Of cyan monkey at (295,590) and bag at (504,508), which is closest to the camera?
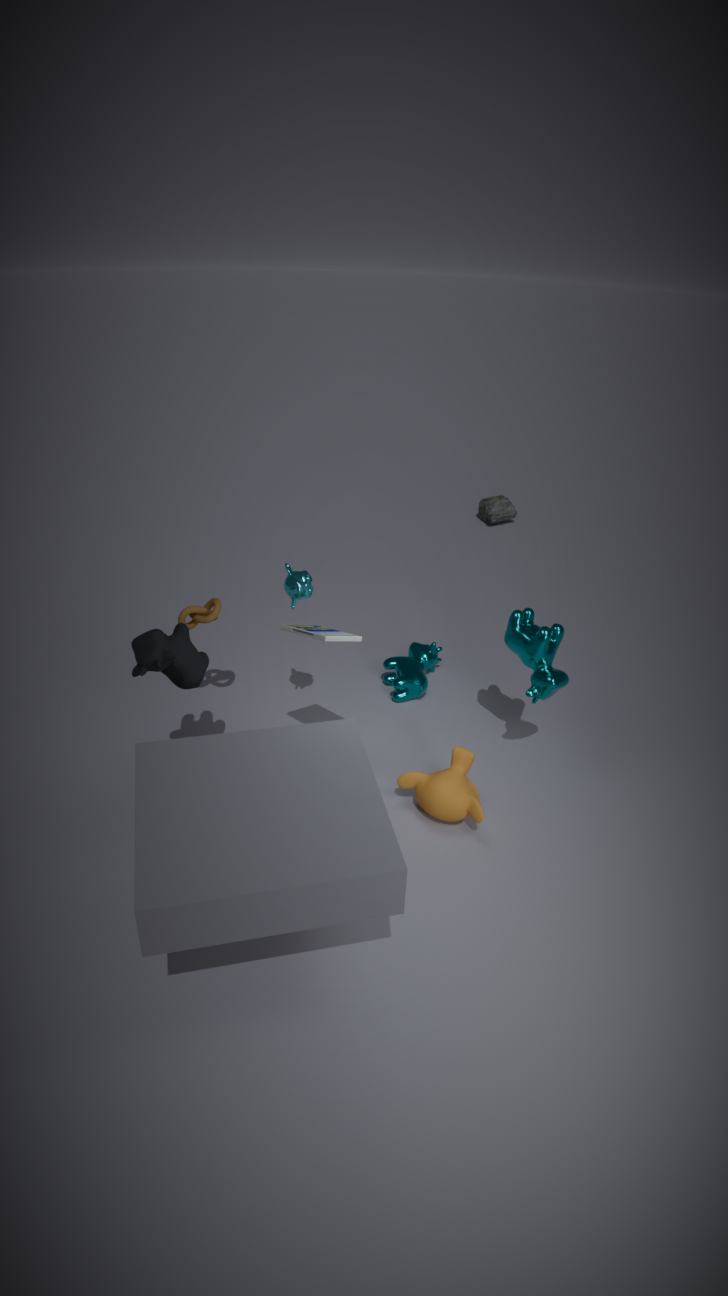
cyan monkey at (295,590)
